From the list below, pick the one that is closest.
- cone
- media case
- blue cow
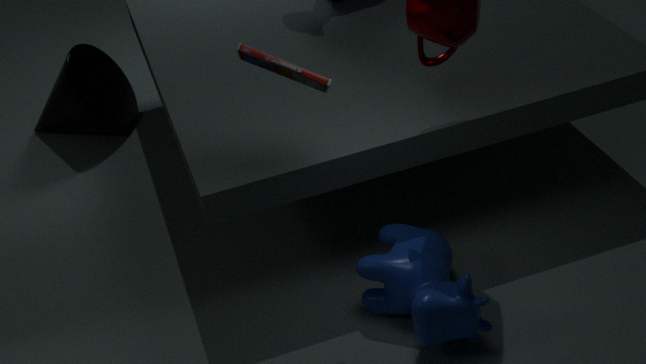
Result: media case
